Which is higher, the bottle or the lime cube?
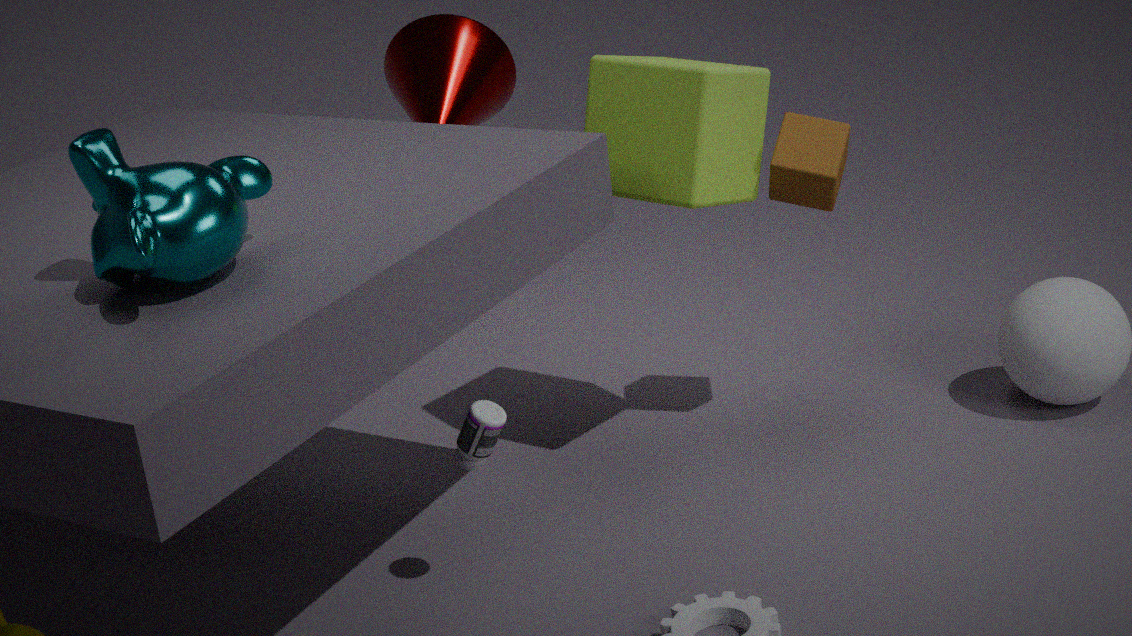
the lime cube
